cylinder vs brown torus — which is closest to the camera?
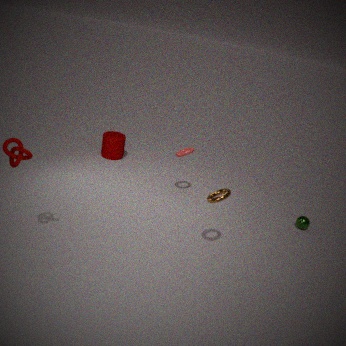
brown torus
